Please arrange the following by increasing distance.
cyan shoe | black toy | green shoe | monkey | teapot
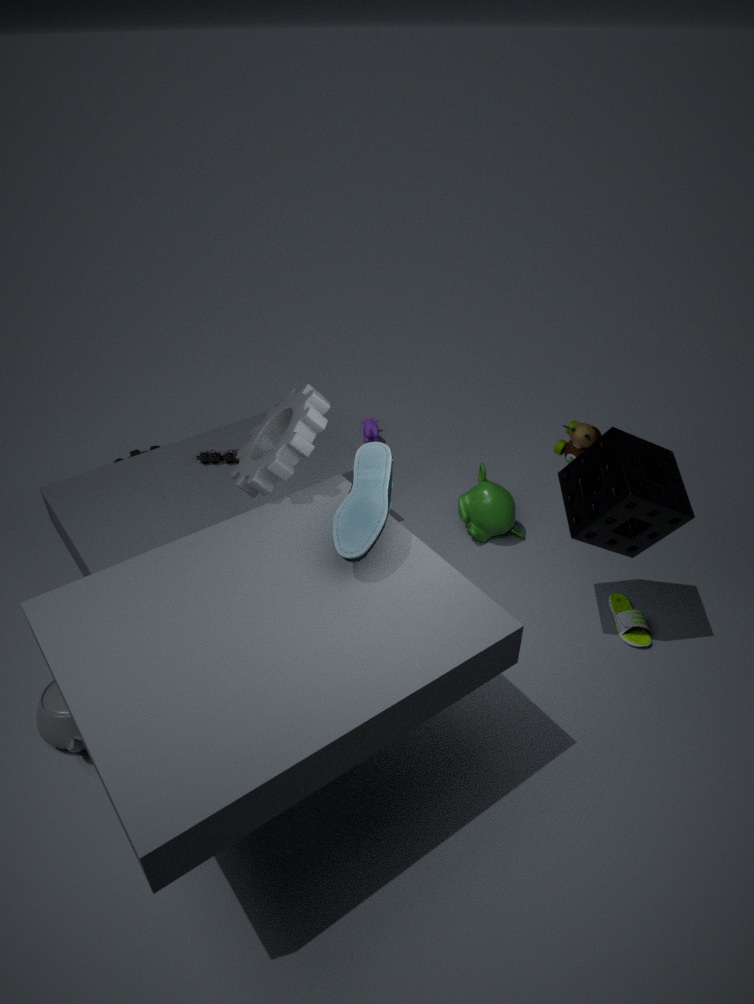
1. cyan shoe
2. teapot
3. green shoe
4. black toy
5. monkey
